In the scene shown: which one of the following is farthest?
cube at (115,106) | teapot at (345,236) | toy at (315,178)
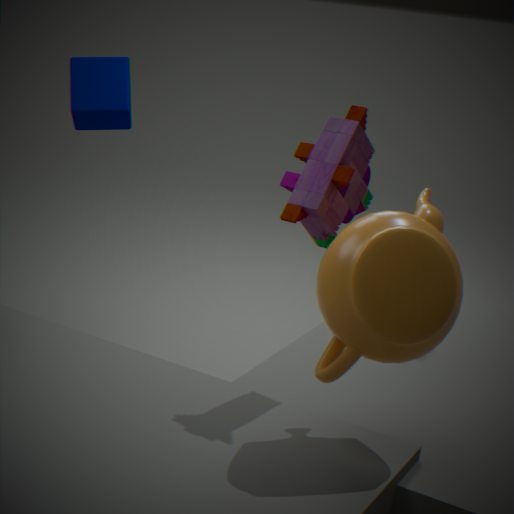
cube at (115,106)
